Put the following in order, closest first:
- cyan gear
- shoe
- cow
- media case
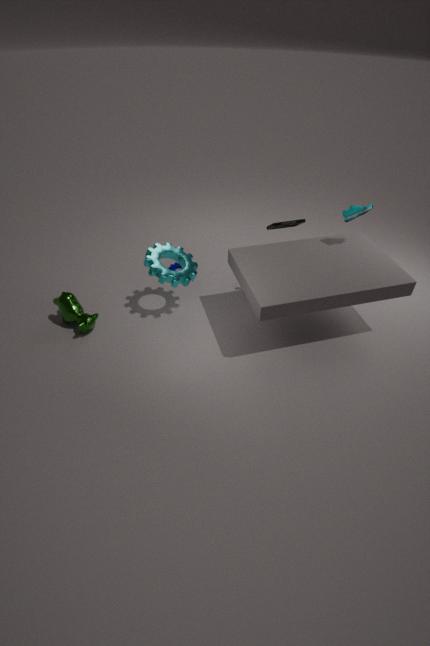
cyan gear, cow, shoe, media case
